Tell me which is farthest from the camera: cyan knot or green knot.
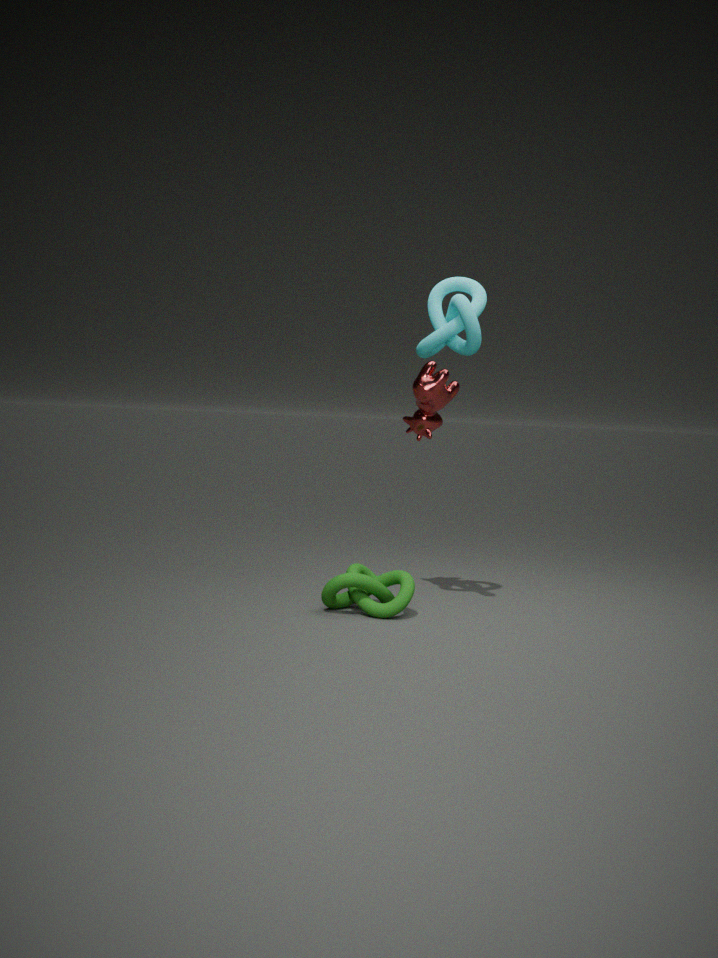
green knot
